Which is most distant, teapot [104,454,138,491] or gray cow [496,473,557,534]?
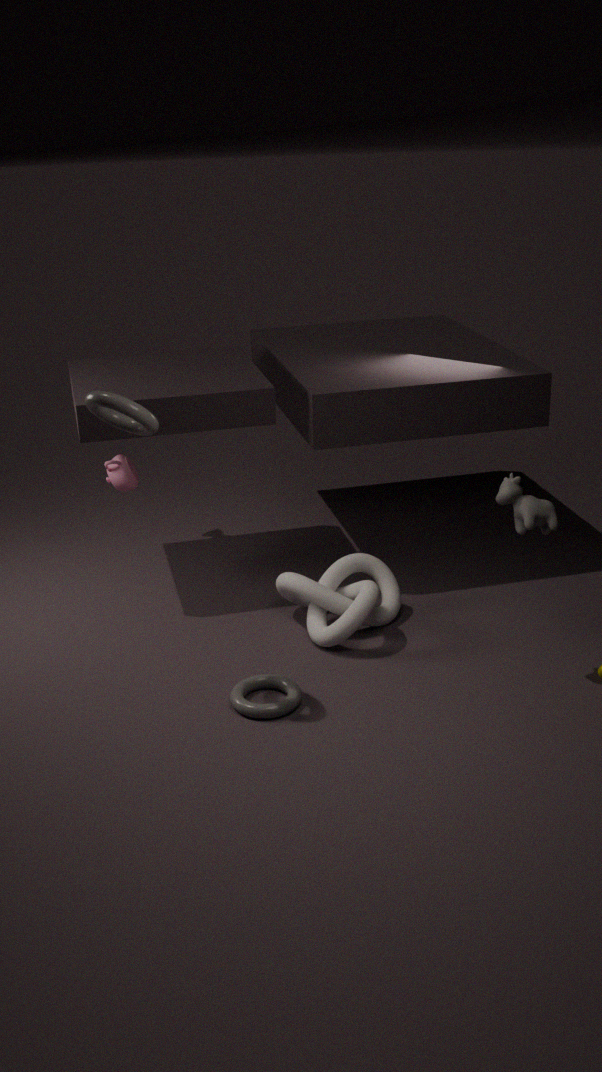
teapot [104,454,138,491]
